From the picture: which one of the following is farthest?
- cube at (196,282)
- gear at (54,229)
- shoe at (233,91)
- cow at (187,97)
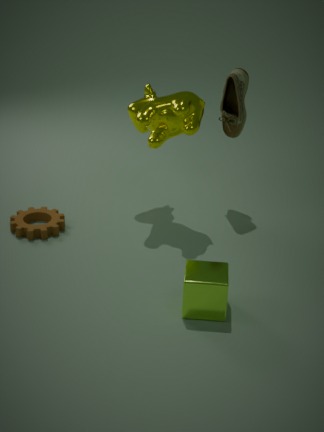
shoe at (233,91)
